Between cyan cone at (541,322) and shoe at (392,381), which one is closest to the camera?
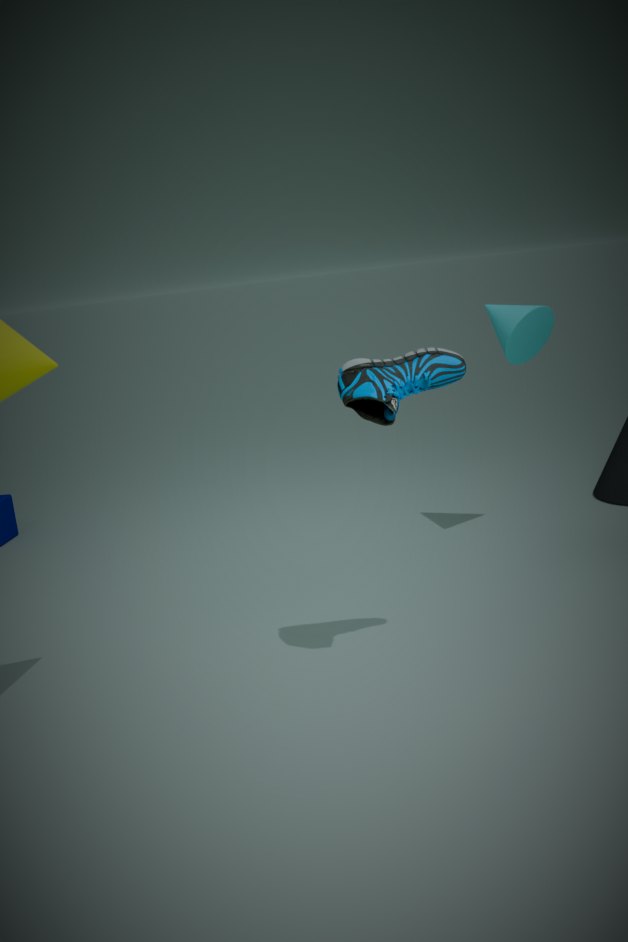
shoe at (392,381)
